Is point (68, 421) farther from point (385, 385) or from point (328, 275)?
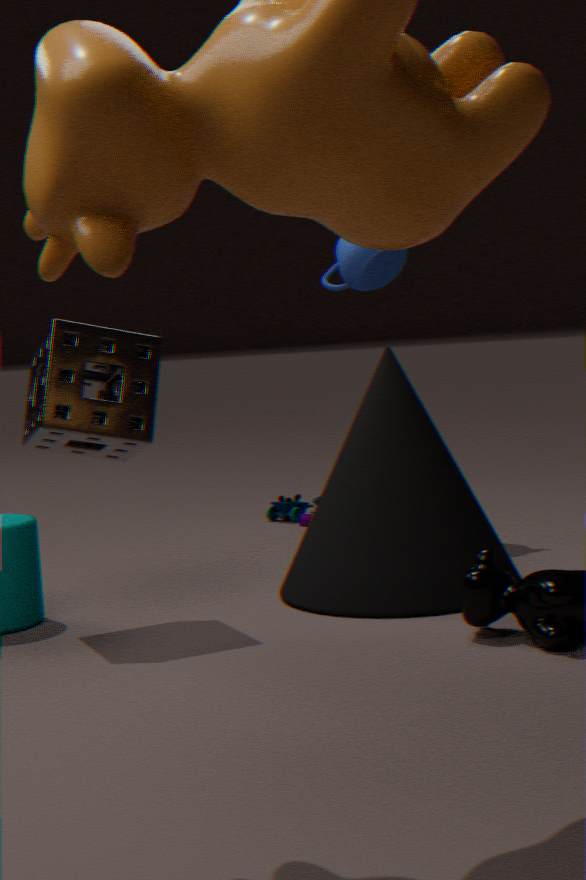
point (328, 275)
